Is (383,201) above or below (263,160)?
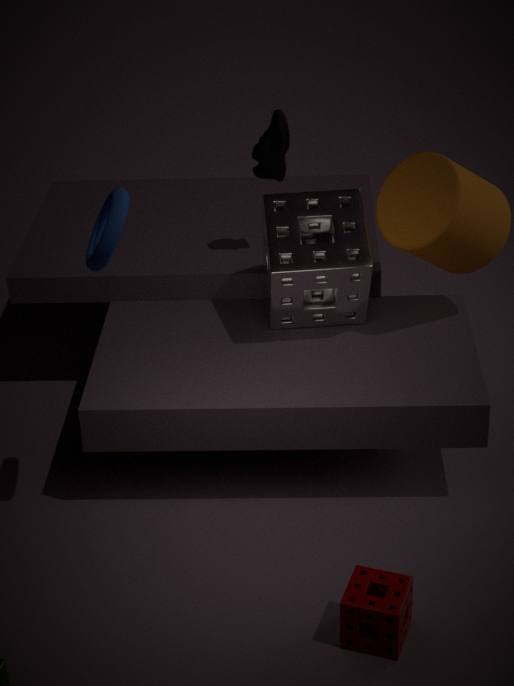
below
